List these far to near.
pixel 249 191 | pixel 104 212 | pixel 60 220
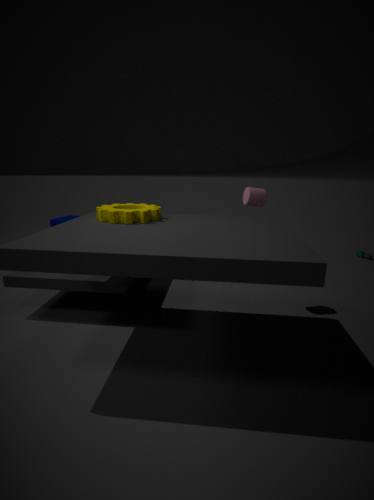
1. pixel 60 220
2. pixel 249 191
3. pixel 104 212
